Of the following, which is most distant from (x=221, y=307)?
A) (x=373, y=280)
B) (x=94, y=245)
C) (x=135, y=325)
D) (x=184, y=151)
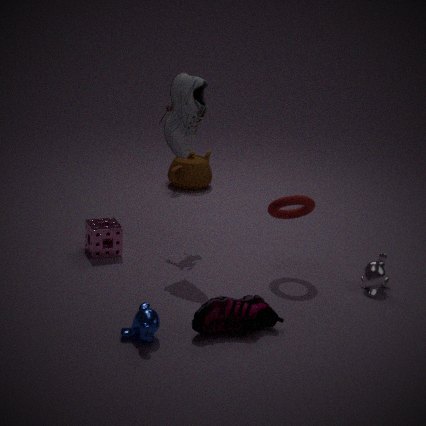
Result: (x=184, y=151)
